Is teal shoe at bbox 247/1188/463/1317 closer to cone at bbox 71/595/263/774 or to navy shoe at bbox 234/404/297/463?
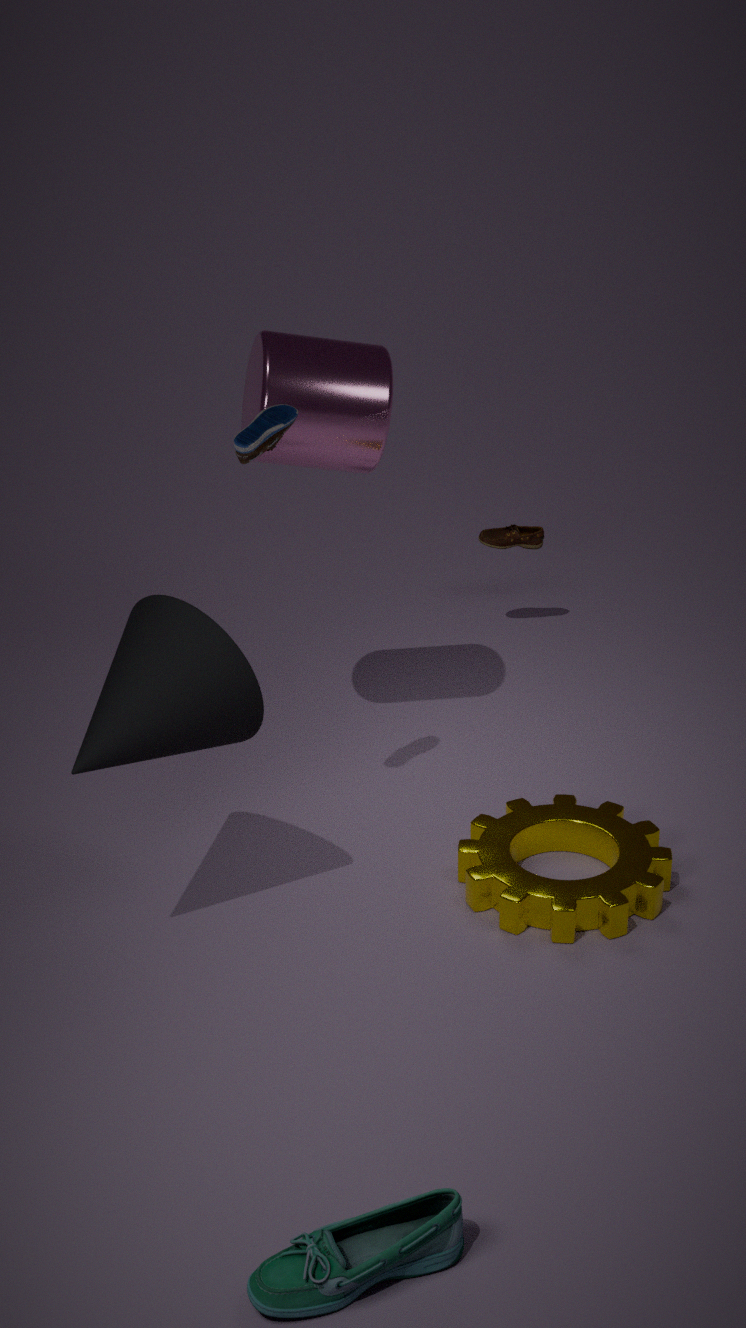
cone at bbox 71/595/263/774
